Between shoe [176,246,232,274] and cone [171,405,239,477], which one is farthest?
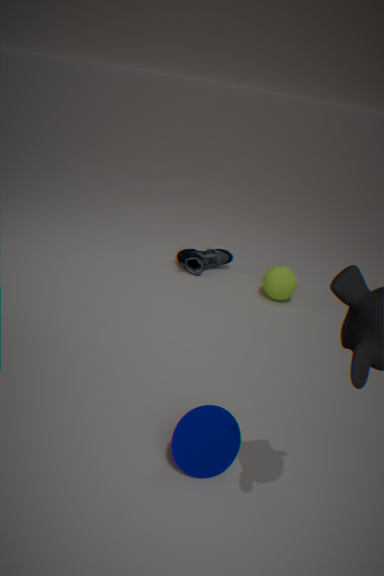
shoe [176,246,232,274]
